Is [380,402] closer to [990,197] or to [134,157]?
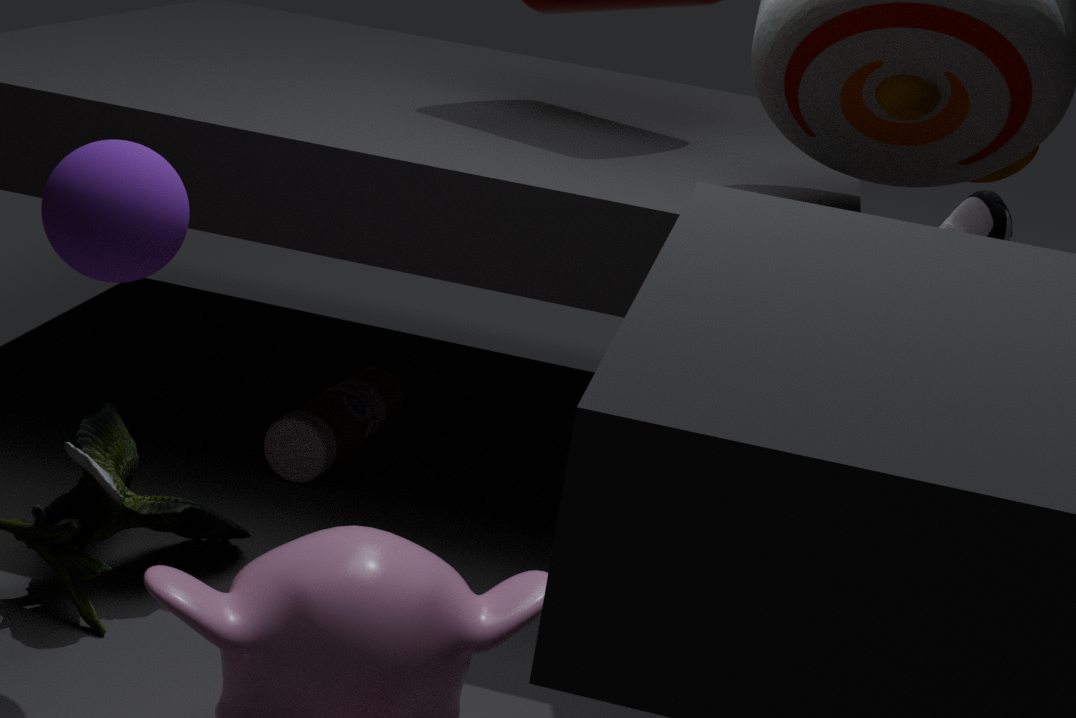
[134,157]
